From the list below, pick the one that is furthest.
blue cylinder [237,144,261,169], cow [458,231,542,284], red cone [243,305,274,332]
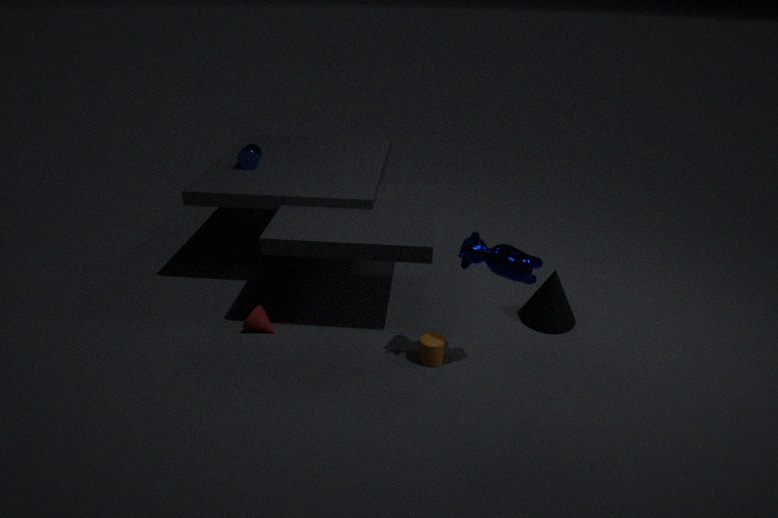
blue cylinder [237,144,261,169]
